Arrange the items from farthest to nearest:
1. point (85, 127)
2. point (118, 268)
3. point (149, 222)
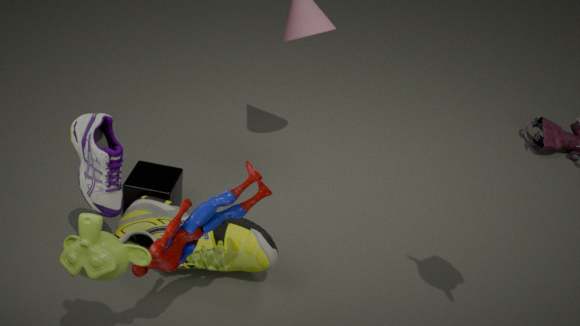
point (149, 222)
point (85, 127)
point (118, 268)
